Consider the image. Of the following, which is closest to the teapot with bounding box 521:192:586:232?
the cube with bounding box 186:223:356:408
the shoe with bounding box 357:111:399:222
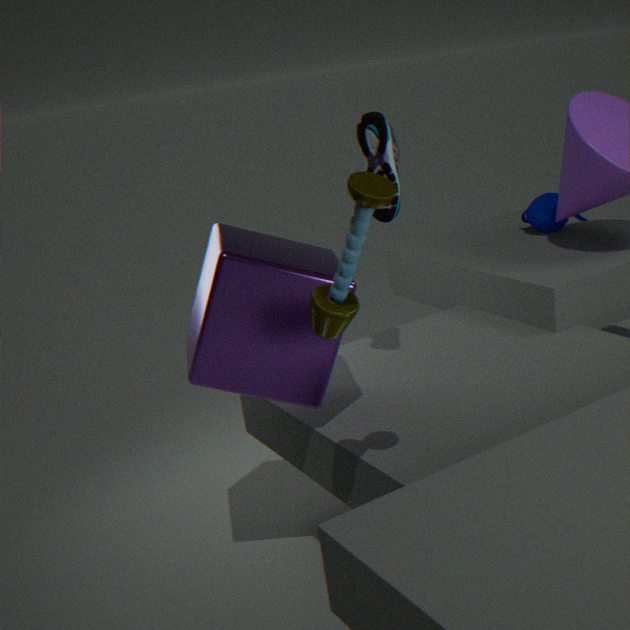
the shoe with bounding box 357:111:399:222
